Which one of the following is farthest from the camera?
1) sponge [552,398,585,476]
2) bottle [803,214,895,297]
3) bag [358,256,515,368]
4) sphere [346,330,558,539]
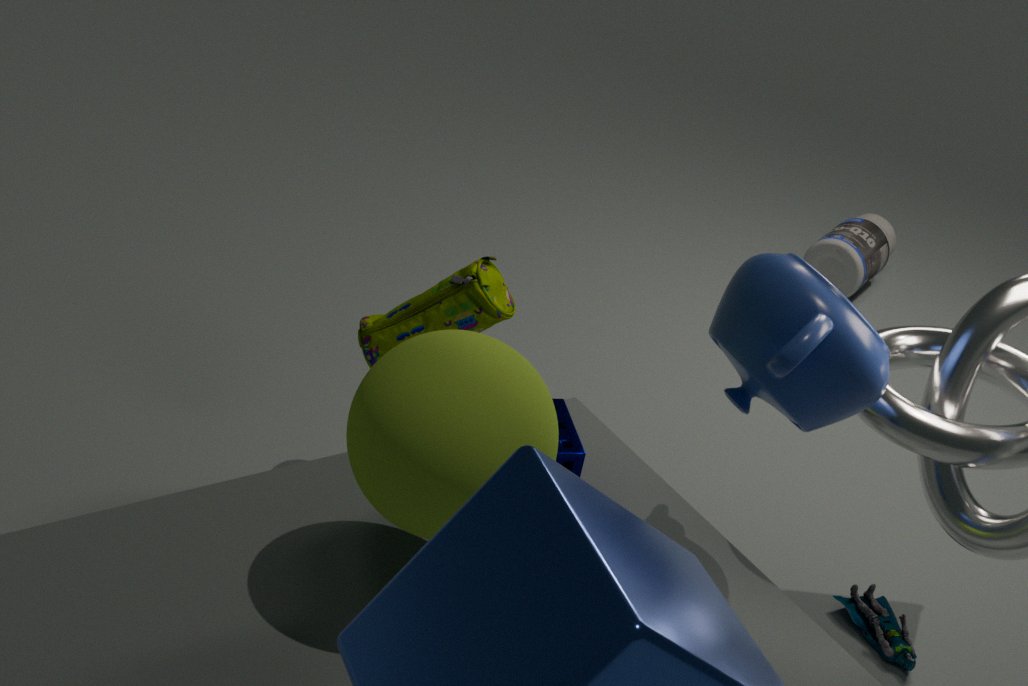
2. bottle [803,214,895,297]
